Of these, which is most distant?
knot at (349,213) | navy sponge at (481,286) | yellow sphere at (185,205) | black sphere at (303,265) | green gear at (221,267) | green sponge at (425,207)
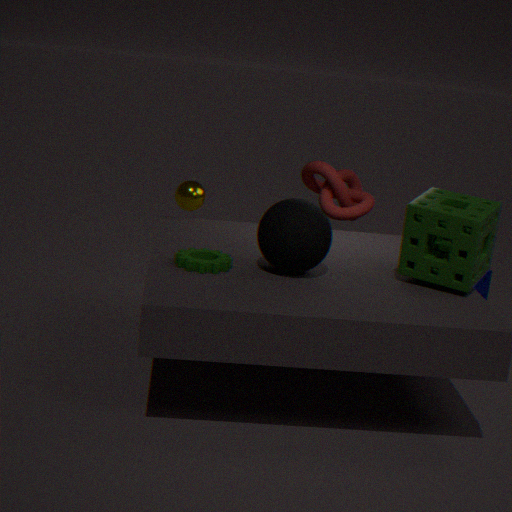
navy sponge at (481,286)
